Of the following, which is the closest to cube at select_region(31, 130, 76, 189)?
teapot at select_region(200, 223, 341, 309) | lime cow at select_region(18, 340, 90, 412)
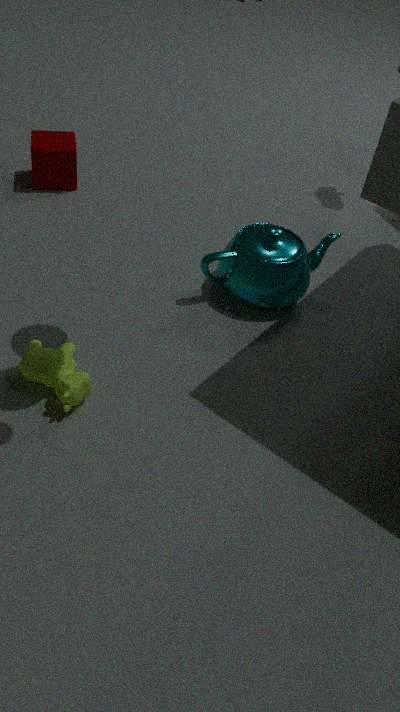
teapot at select_region(200, 223, 341, 309)
